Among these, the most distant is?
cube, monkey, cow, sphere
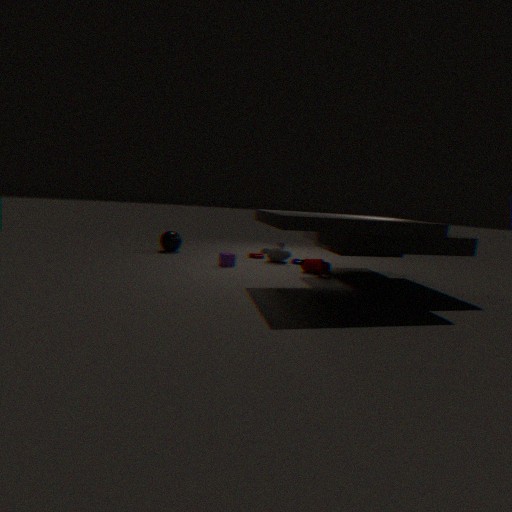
sphere
